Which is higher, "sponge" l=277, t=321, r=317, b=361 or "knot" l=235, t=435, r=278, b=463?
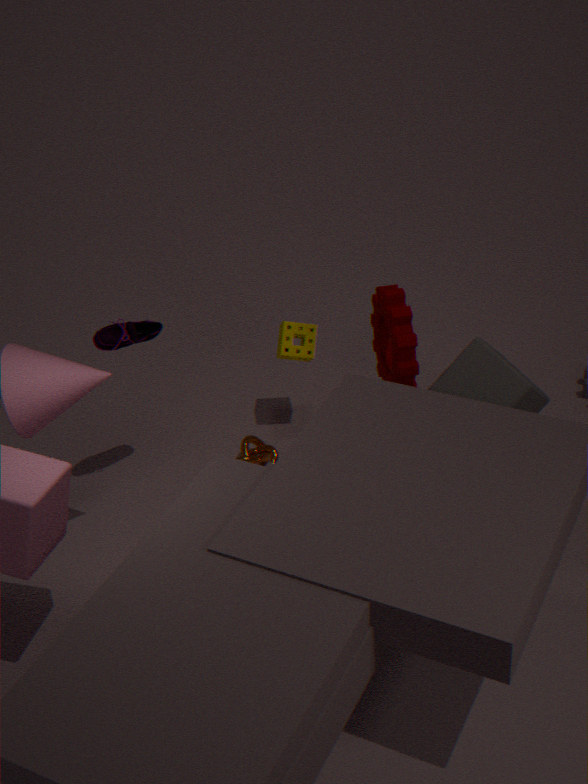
"sponge" l=277, t=321, r=317, b=361
